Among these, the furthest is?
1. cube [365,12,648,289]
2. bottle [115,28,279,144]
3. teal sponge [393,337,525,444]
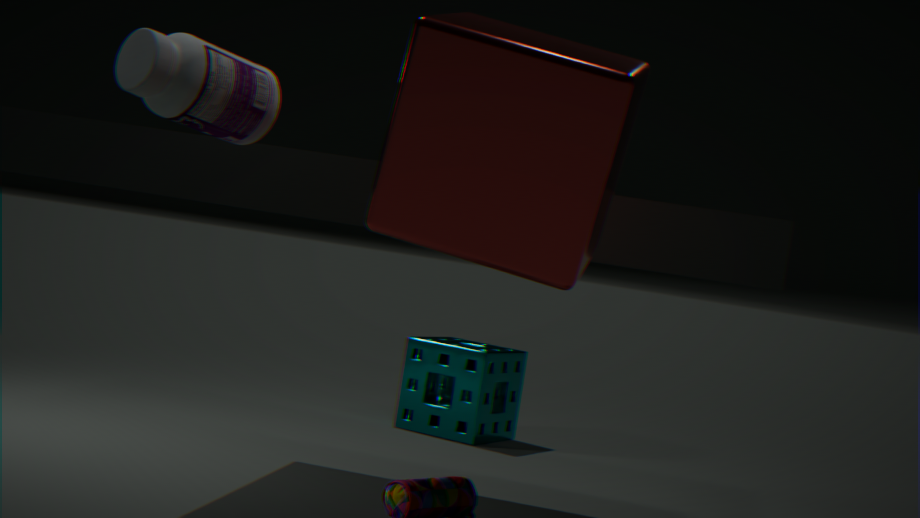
teal sponge [393,337,525,444]
